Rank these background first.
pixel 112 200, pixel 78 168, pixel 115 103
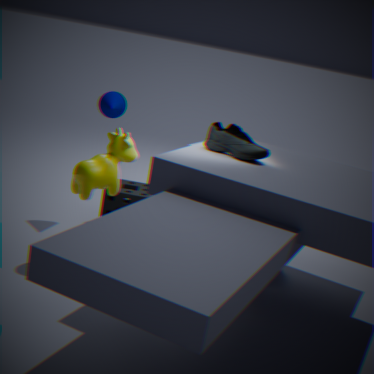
pixel 115 103, pixel 112 200, pixel 78 168
